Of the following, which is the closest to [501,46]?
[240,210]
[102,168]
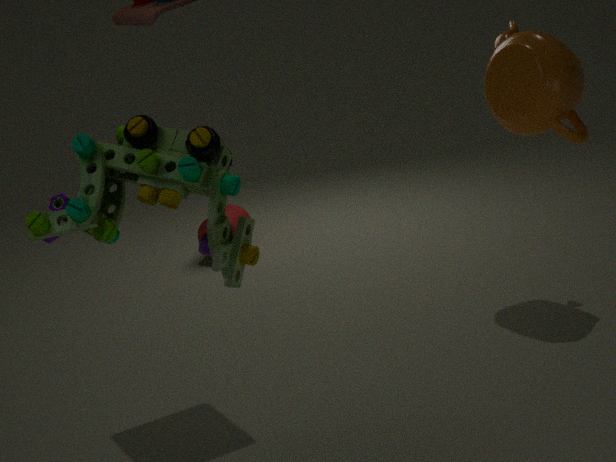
[240,210]
